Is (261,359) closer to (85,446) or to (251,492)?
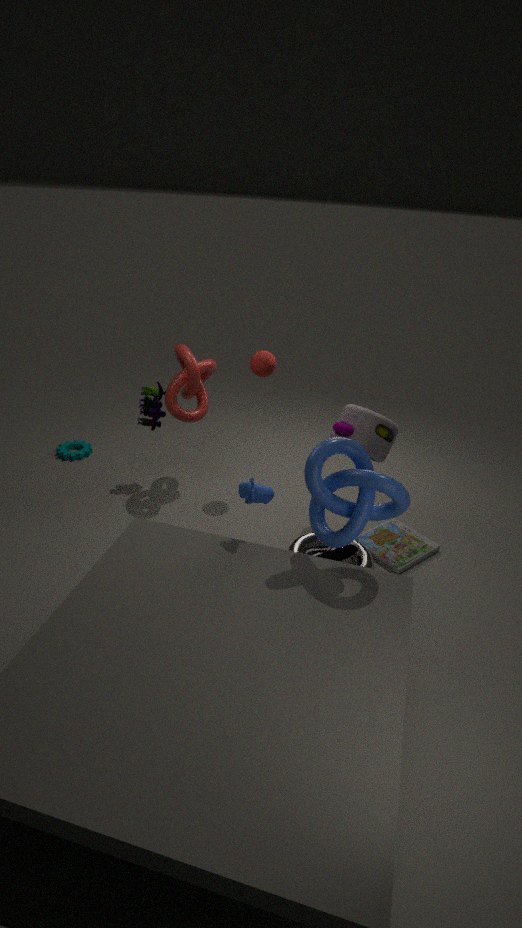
(251,492)
